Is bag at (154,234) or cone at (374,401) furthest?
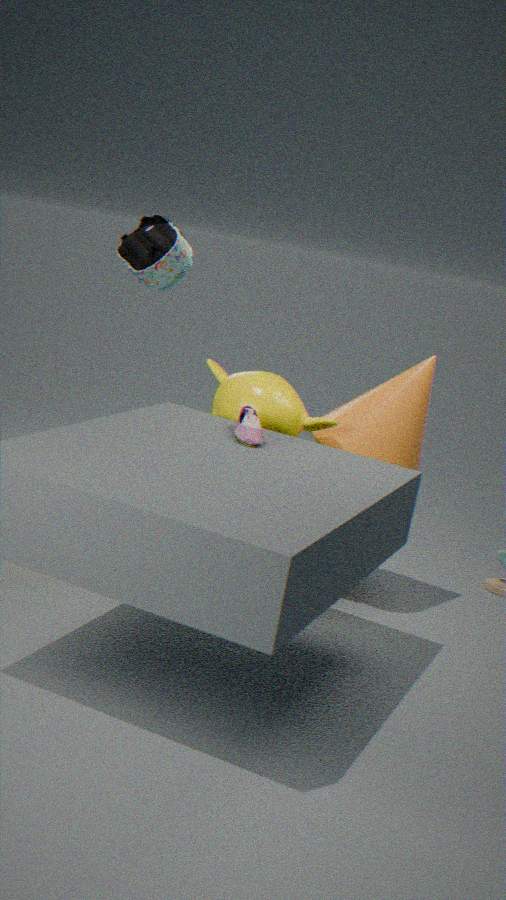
bag at (154,234)
